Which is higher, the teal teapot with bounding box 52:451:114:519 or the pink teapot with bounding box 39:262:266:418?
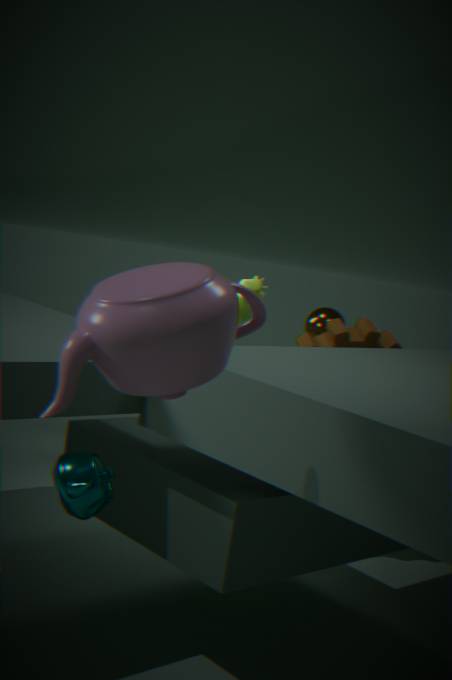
the pink teapot with bounding box 39:262:266:418
